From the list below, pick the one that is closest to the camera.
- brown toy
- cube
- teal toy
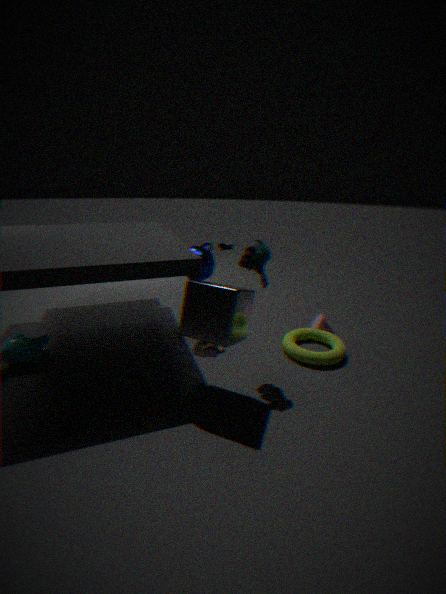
cube
